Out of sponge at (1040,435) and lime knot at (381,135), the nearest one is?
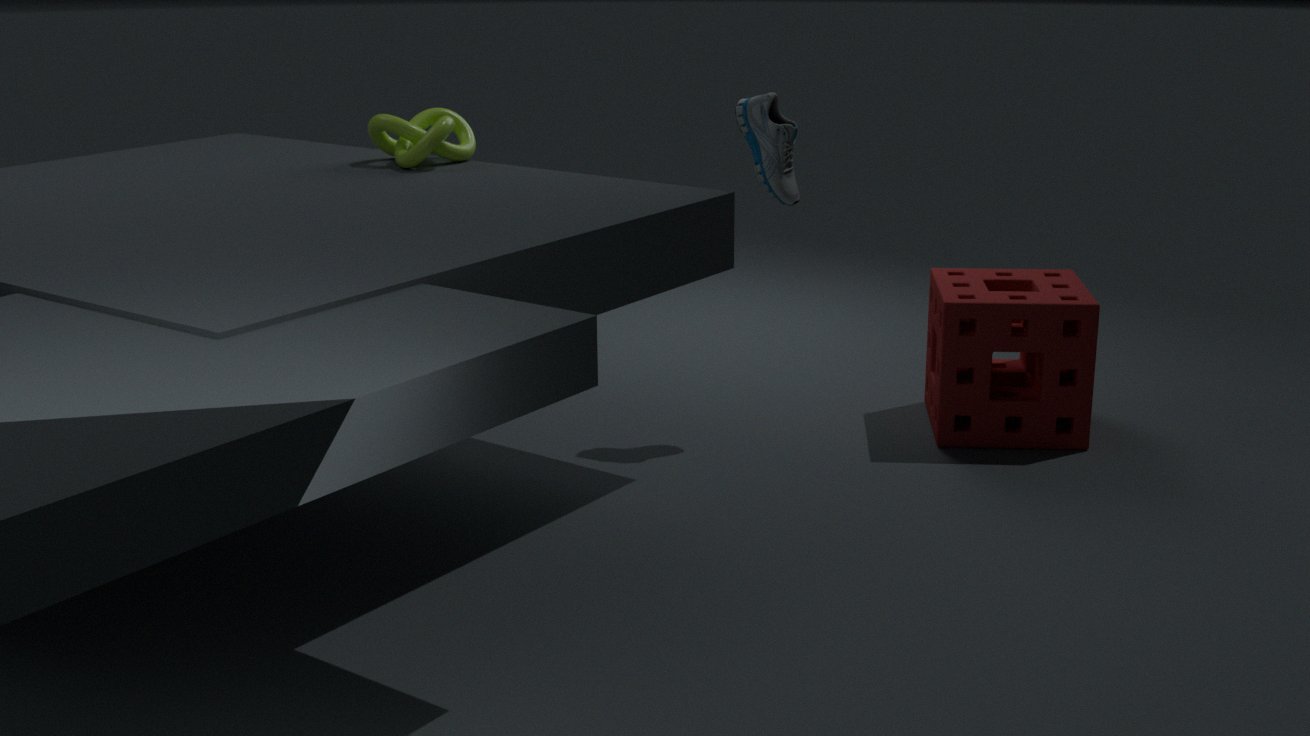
sponge at (1040,435)
